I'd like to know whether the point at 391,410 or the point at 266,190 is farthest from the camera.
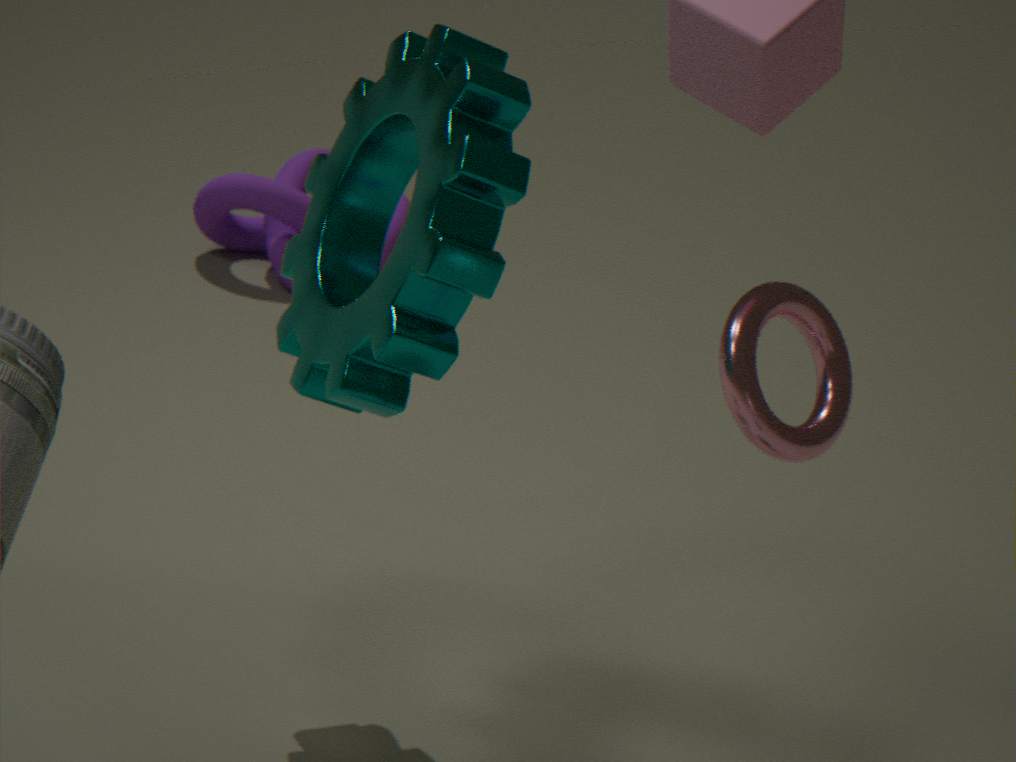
the point at 266,190
